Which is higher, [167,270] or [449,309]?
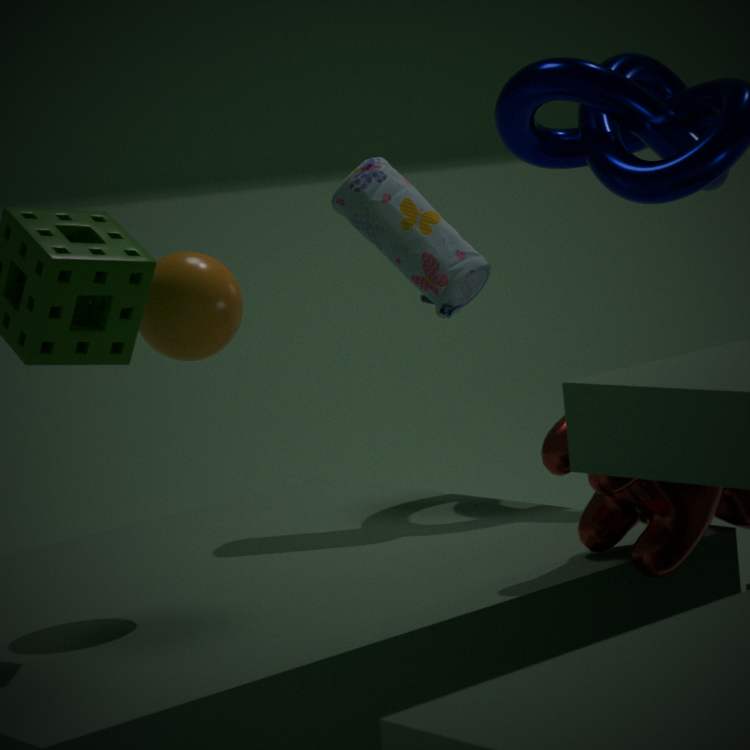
[449,309]
